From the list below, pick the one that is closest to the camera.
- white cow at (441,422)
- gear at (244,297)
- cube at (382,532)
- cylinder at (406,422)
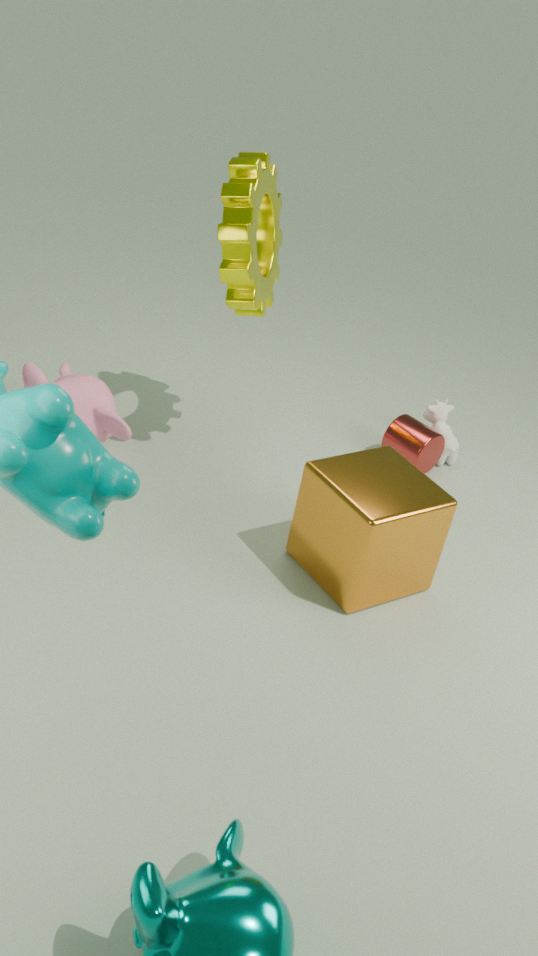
cube at (382,532)
